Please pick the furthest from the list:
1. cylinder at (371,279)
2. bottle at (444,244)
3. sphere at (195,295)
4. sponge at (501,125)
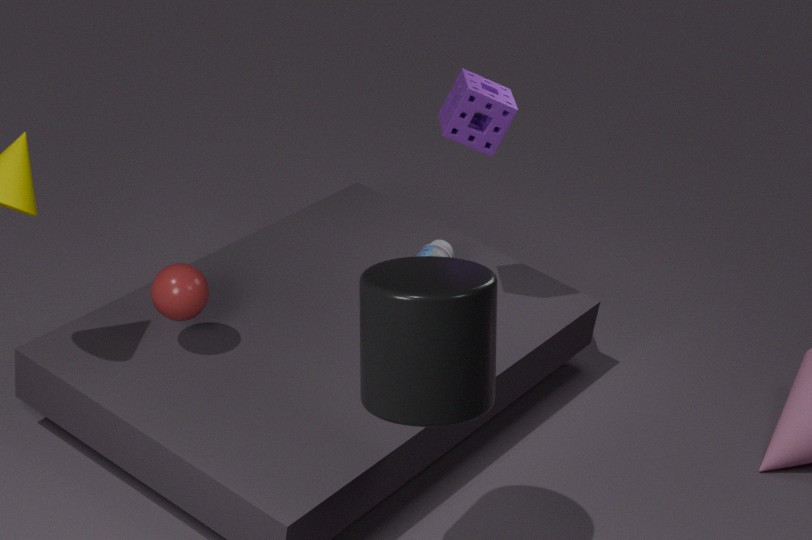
bottle at (444,244)
